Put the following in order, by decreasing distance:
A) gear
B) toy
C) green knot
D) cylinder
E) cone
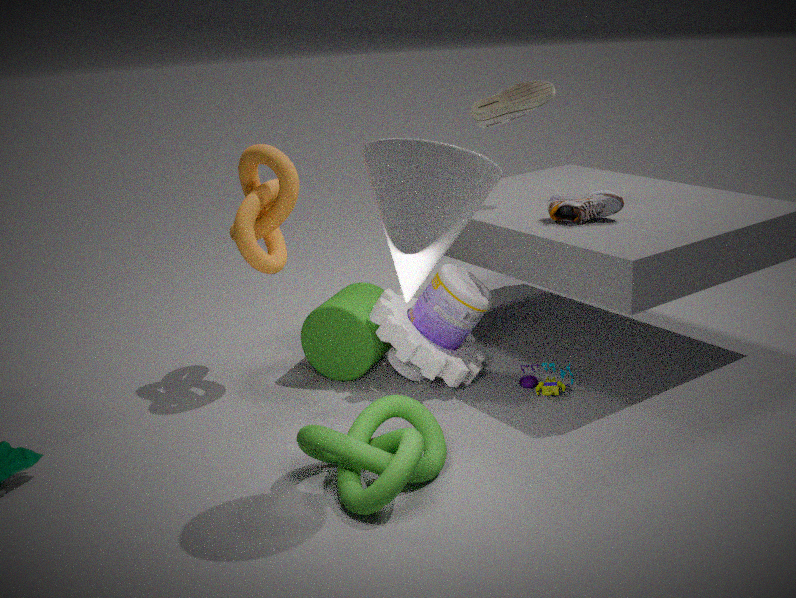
cylinder → toy → gear → green knot → cone
